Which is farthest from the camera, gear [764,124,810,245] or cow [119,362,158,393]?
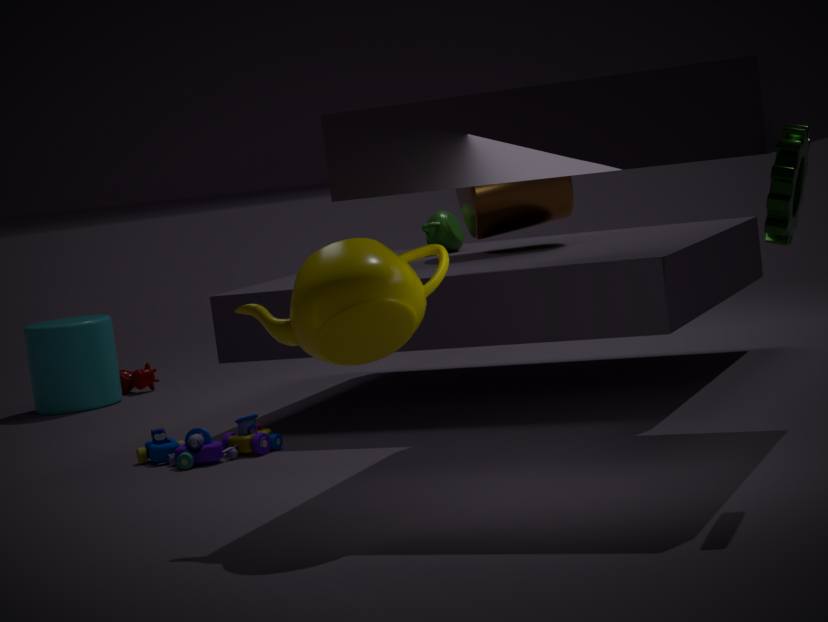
cow [119,362,158,393]
